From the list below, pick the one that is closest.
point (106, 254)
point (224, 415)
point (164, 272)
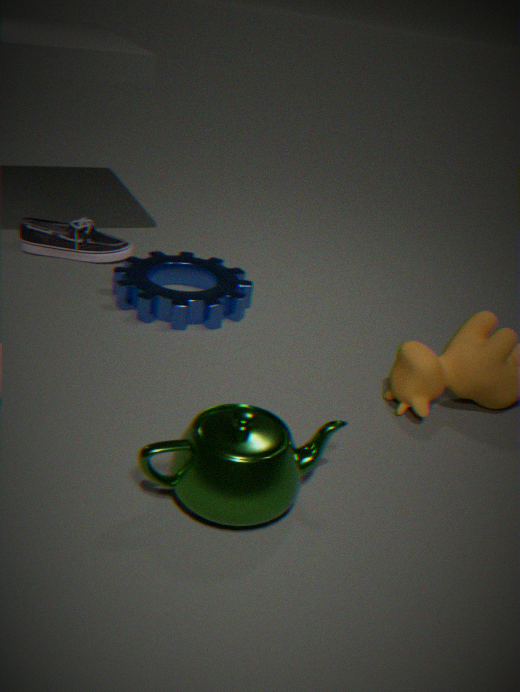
point (224, 415)
